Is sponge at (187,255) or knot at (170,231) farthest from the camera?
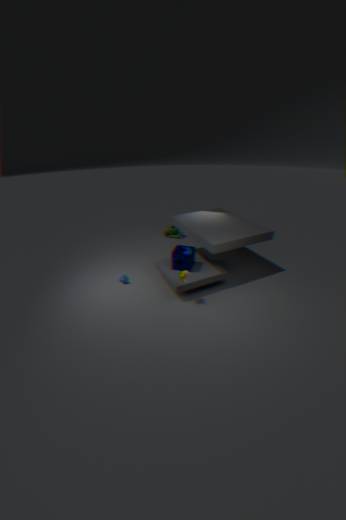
knot at (170,231)
